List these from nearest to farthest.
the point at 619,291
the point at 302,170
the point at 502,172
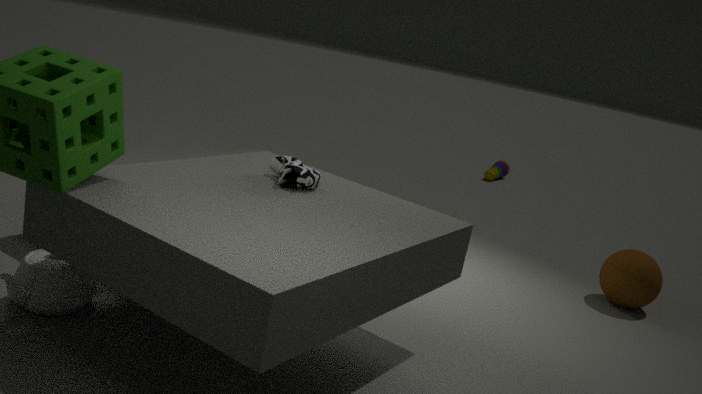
the point at 302,170, the point at 619,291, the point at 502,172
